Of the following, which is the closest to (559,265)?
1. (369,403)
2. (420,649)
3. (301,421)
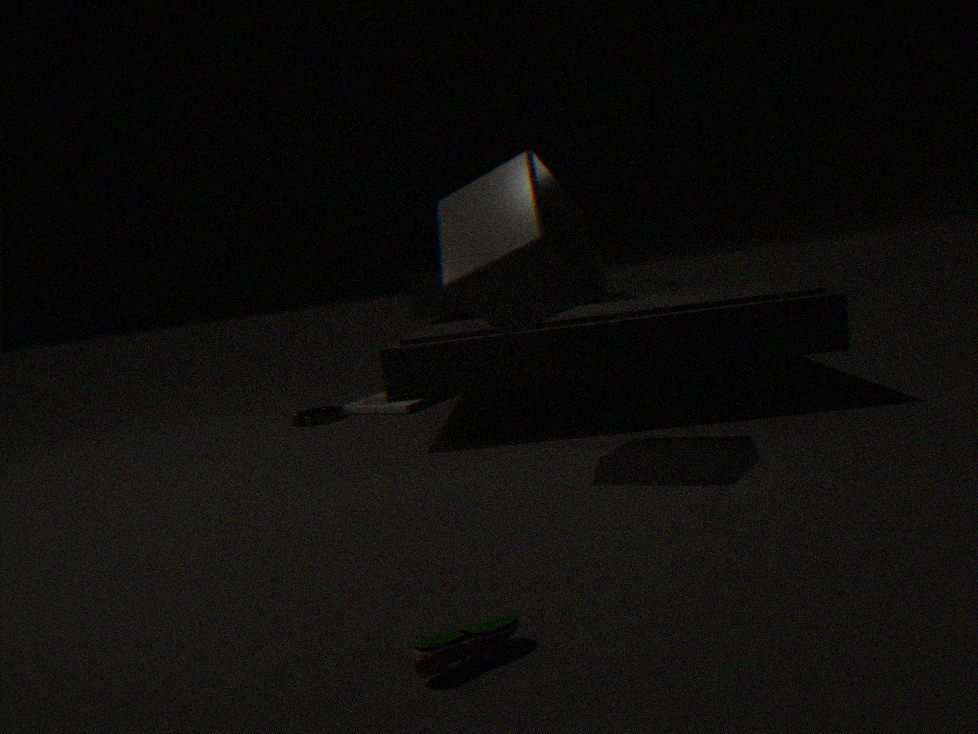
(420,649)
